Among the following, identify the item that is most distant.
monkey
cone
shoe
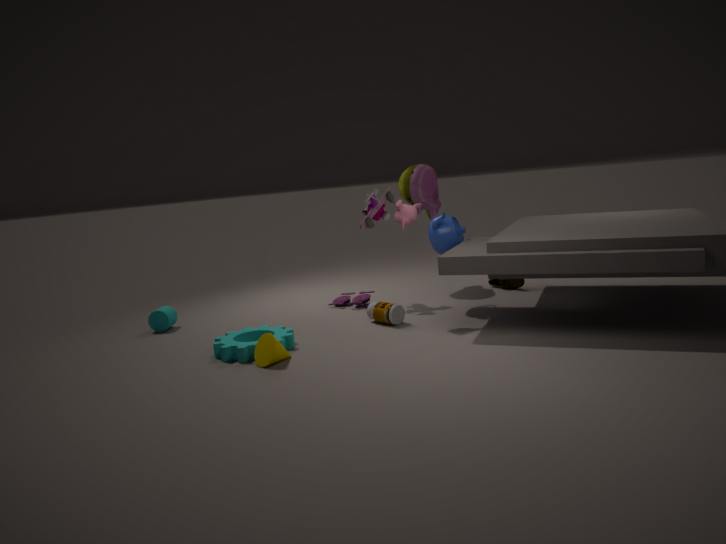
shoe
